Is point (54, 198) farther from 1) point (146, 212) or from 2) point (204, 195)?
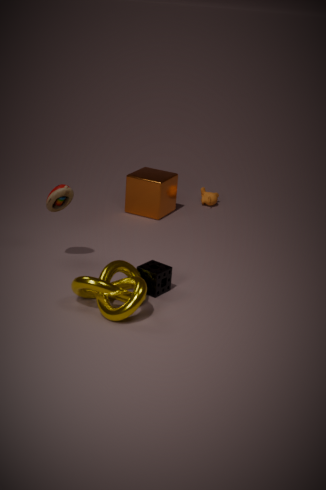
2) point (204, 195)
